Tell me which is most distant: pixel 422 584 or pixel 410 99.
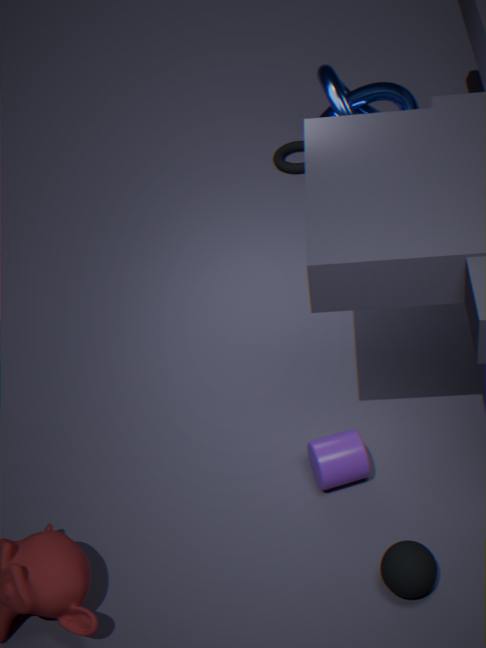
pixel 410 99
